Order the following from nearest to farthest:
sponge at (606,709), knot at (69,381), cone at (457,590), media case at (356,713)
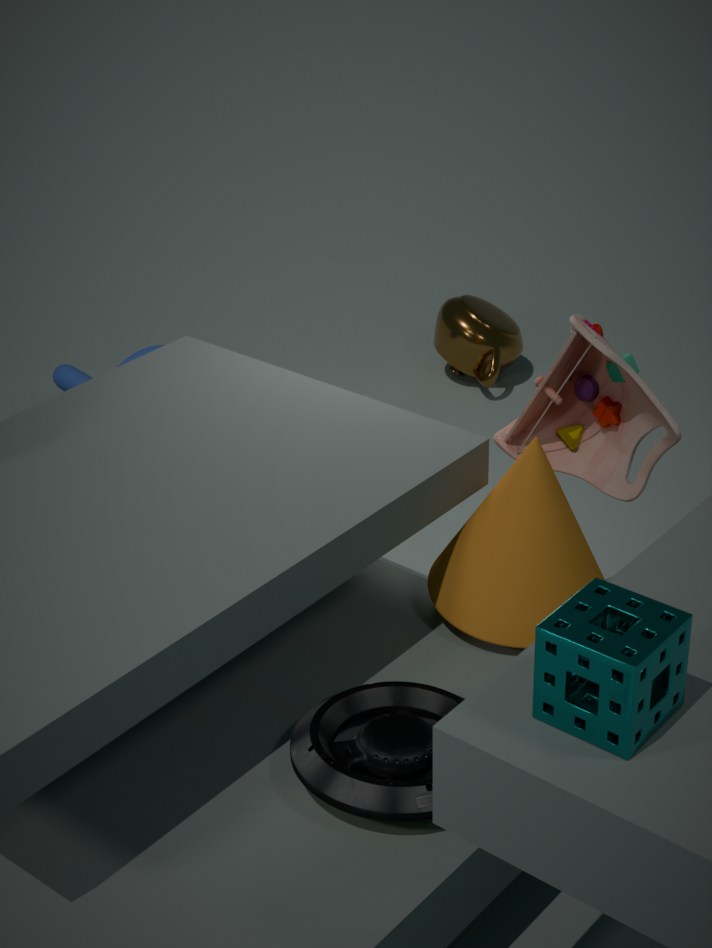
sponge at (606,709)
media case at (356,713)
cone at (457,590)
knot at (69,381)
